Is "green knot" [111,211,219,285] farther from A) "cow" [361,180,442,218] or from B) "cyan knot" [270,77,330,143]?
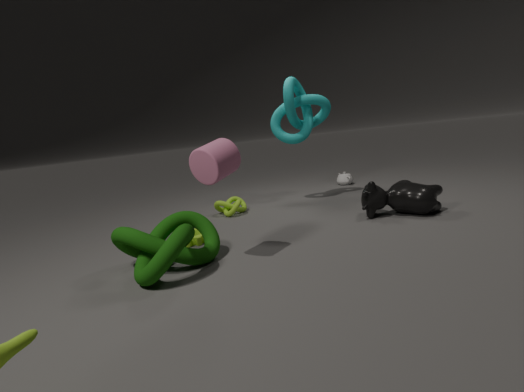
B) "cyan knot" [270,77,330,143]
